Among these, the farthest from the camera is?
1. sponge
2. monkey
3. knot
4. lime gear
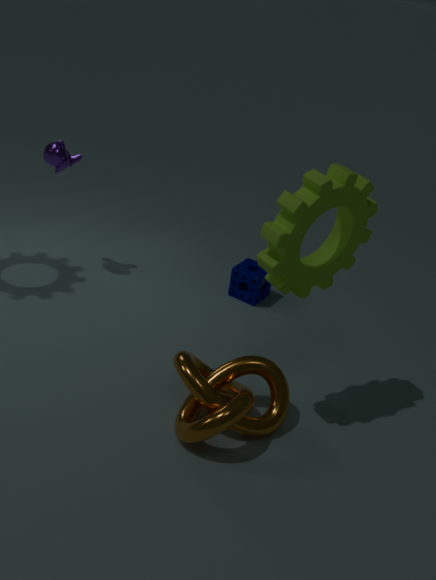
sponge
